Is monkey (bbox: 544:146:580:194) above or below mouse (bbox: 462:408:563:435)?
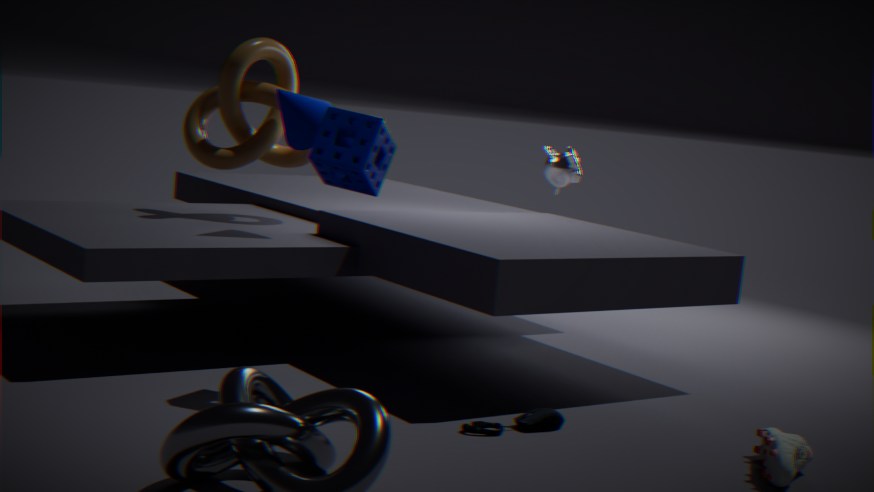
above
